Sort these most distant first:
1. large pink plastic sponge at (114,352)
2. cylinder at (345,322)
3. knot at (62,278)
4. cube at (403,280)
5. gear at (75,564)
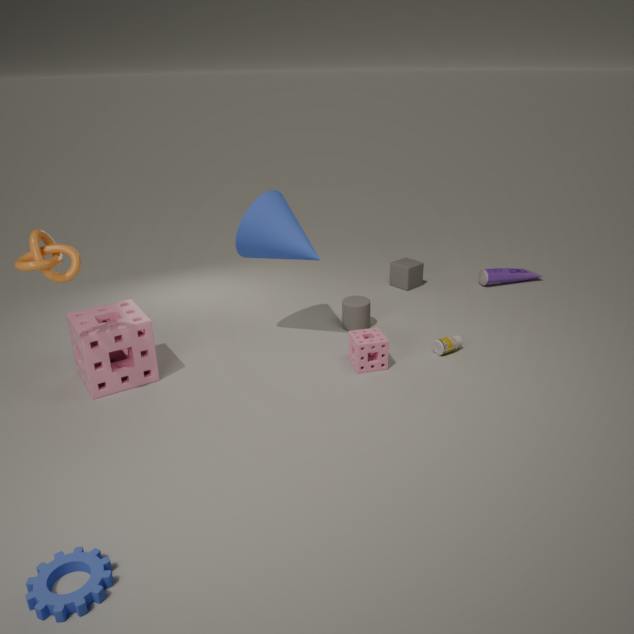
cube at (403,280) < cylinder at (345,322) < large pink plastic sponge at (114,352) < knot at (62,278) < gear at (75,564)
